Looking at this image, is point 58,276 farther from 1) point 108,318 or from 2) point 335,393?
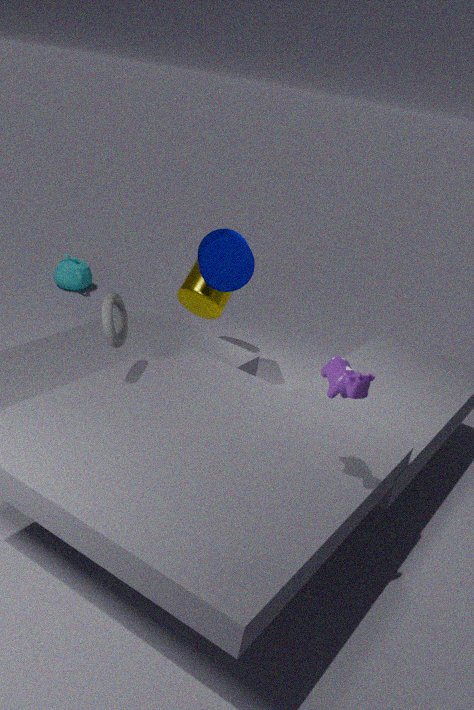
2) point 335,393
